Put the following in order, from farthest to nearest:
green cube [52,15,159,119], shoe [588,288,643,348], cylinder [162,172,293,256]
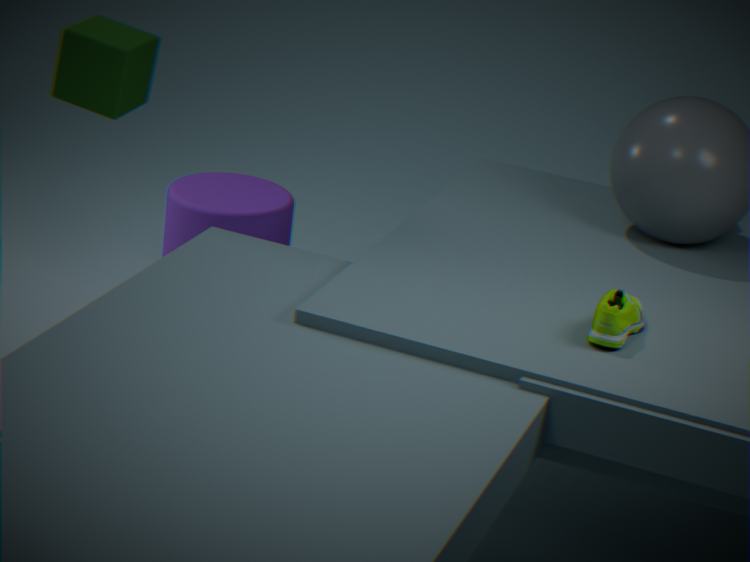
cylinder [162,172,293,256] → green cube [52,15,159,119] → shoe [588,288,643,348]
